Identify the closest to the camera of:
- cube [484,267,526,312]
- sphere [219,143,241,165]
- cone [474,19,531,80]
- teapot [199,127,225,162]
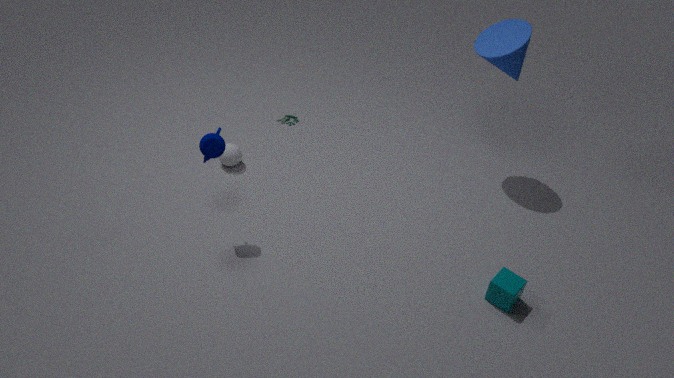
cube [484,267,526,312]
